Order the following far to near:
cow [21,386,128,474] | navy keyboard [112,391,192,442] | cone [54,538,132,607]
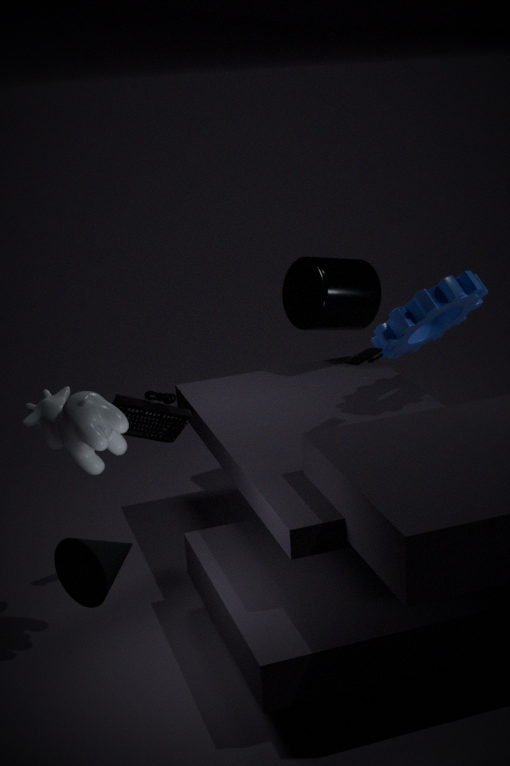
navy keyboard [112,391,192,442] < cow [21,386,128,474] < cone [54,538,132,607]
